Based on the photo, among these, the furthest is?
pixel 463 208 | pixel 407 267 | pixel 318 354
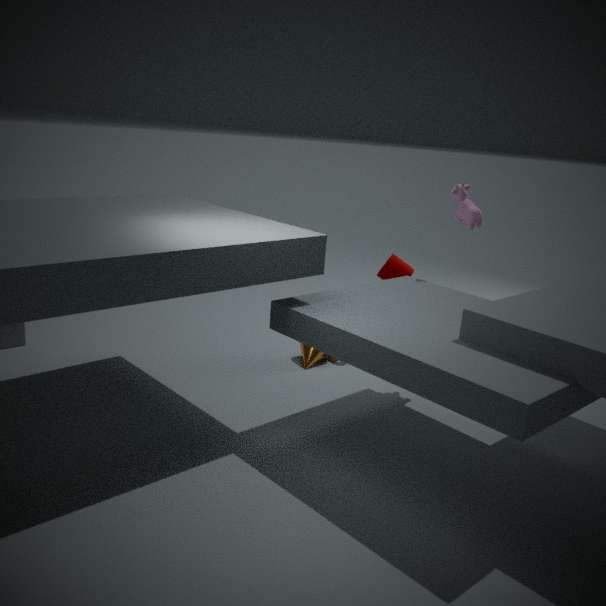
pixel 407 267
